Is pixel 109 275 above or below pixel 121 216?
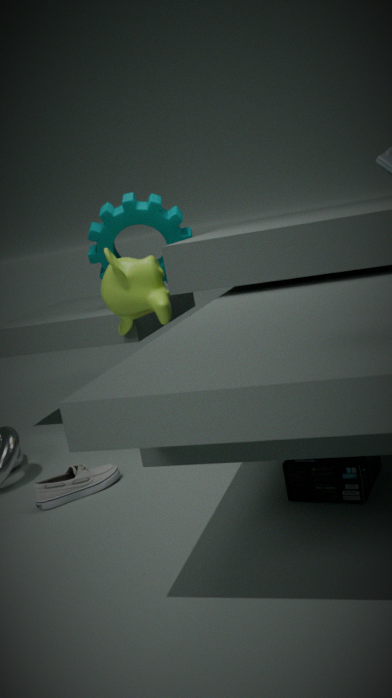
below
